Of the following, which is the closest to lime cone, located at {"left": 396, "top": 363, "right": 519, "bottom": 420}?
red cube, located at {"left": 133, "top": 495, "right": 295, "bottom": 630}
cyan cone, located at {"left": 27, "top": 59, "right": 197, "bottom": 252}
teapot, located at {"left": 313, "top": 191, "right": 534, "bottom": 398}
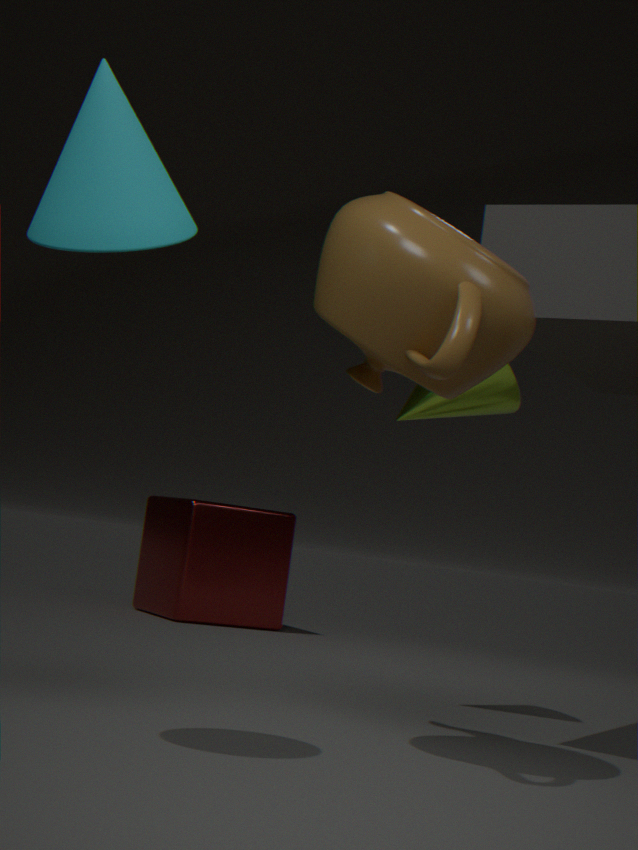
teapot, located at {"left": 313, "top": 191, "right": 534, "bottom": 398}
